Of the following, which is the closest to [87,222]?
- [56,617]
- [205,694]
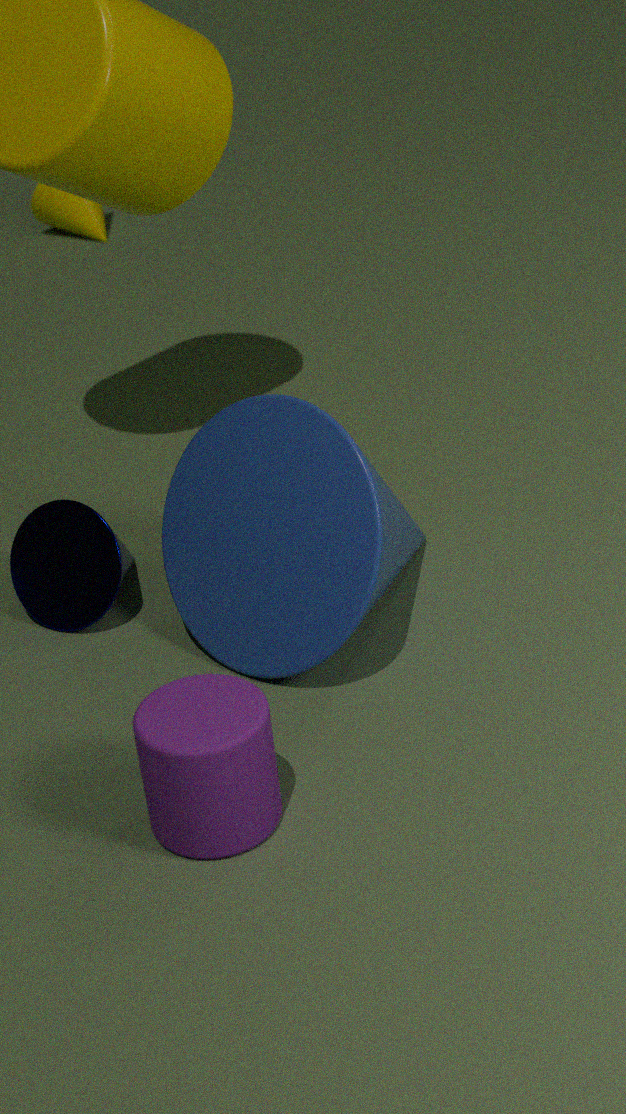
[56,617]
